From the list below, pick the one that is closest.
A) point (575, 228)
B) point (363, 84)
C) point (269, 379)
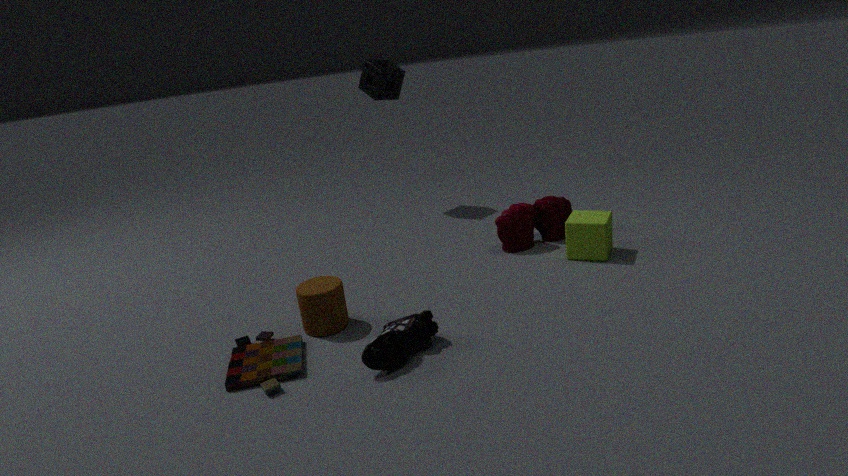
point (269, 379)
